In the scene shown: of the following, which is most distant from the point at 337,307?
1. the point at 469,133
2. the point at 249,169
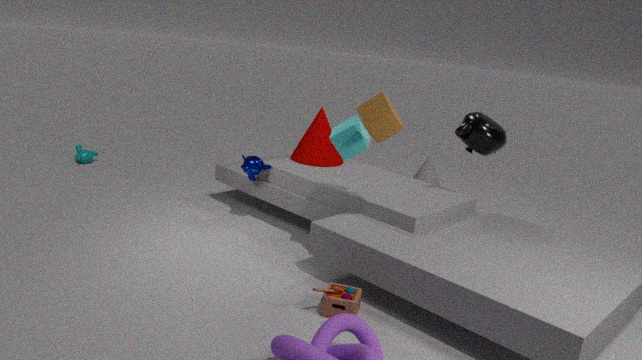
the point at 469,133
